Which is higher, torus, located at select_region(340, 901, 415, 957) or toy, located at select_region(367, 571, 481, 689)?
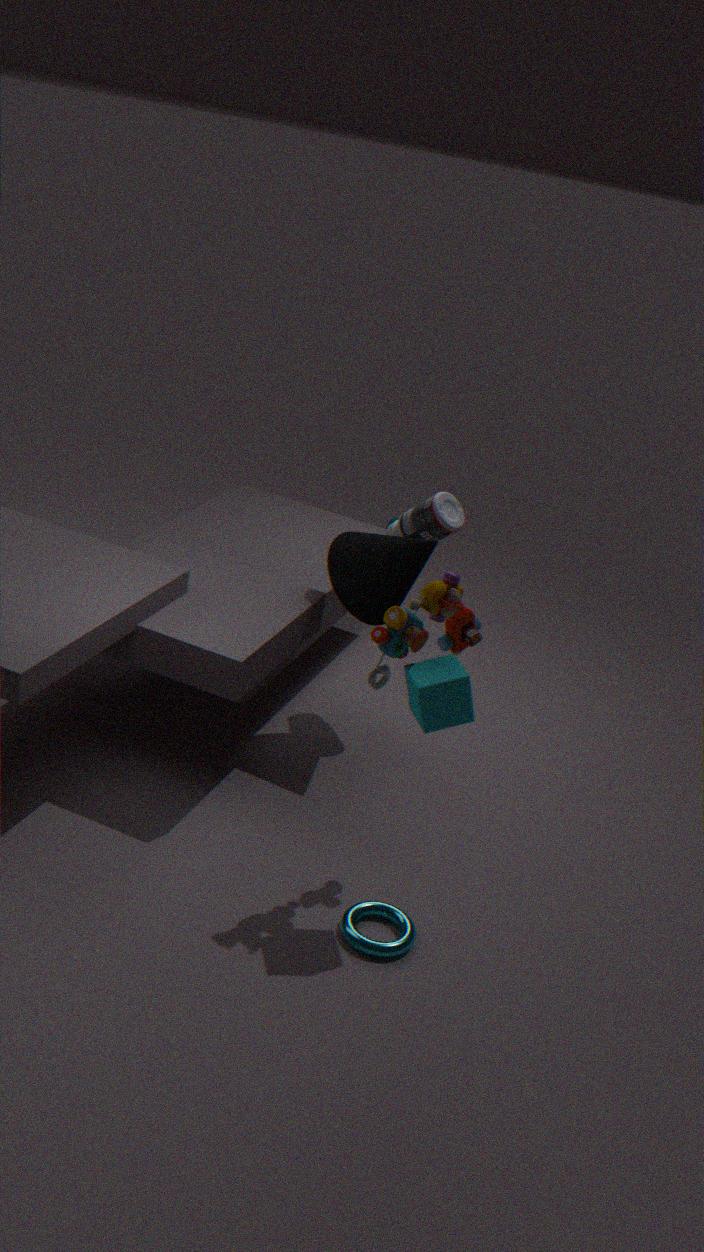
toy, located at select_region(367, 571, 481, 689)
